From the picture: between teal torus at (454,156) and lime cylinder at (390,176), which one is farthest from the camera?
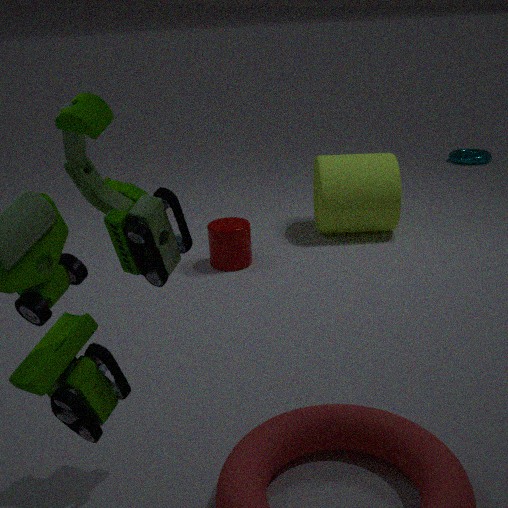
teal torus at (454,156)
